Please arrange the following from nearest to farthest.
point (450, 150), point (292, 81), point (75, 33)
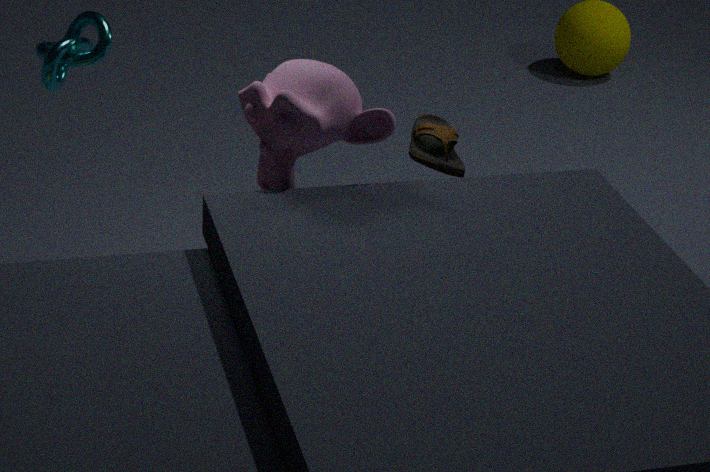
point (292, 81), point (75, 33), point (450, 150)
